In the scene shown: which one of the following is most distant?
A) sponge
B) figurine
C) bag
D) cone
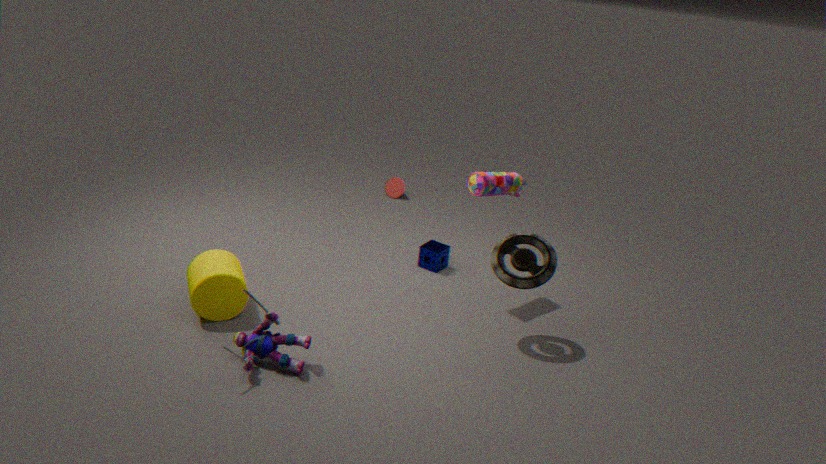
cone
